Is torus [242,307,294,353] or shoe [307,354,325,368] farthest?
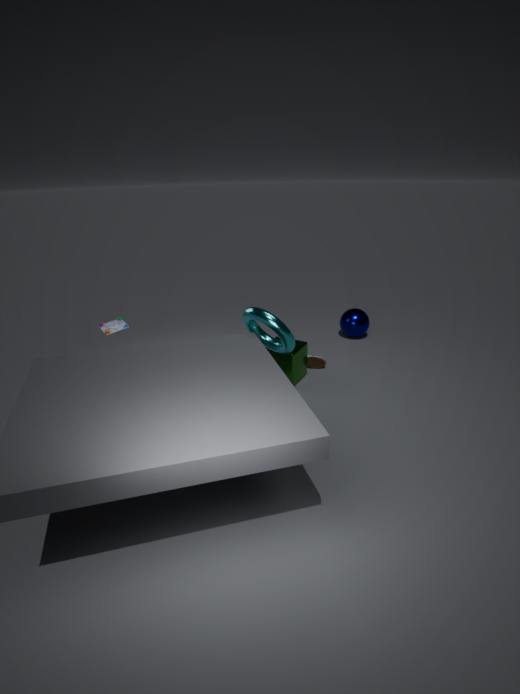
shoe [307,354,325,368]
